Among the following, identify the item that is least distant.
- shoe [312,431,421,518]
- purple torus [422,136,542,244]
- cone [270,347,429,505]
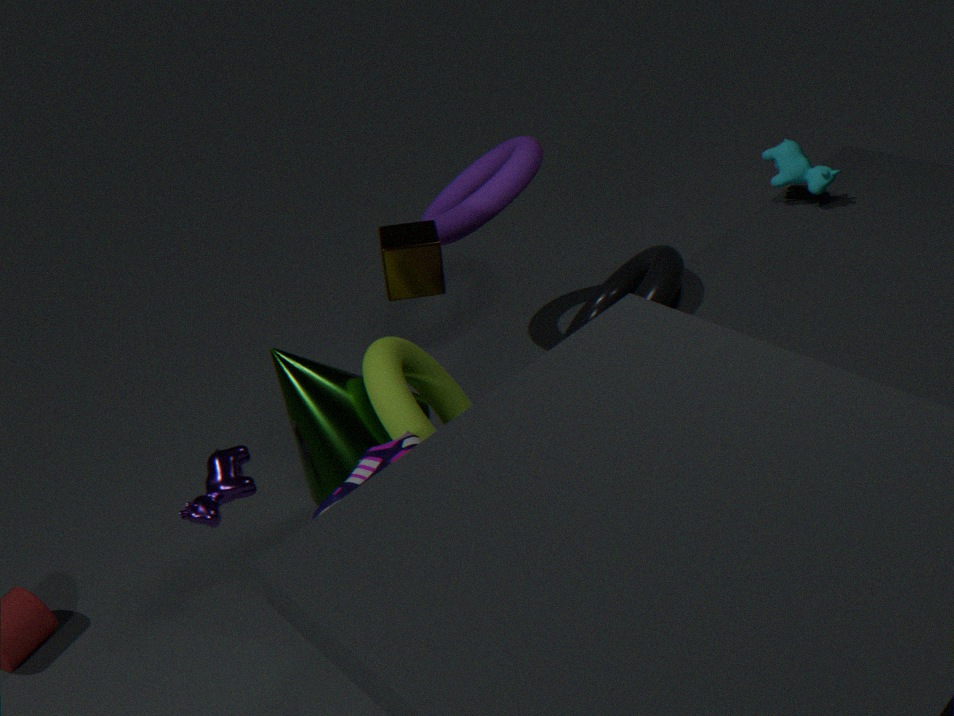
shoe [312,431,421,518]
